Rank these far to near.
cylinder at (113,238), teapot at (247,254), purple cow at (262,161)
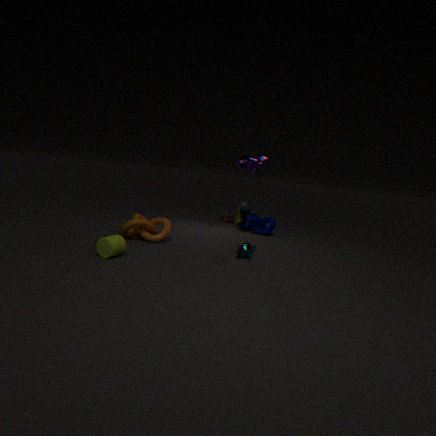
purple cow at (262,161), teapot at (247,254), cylinder at (113,238)
